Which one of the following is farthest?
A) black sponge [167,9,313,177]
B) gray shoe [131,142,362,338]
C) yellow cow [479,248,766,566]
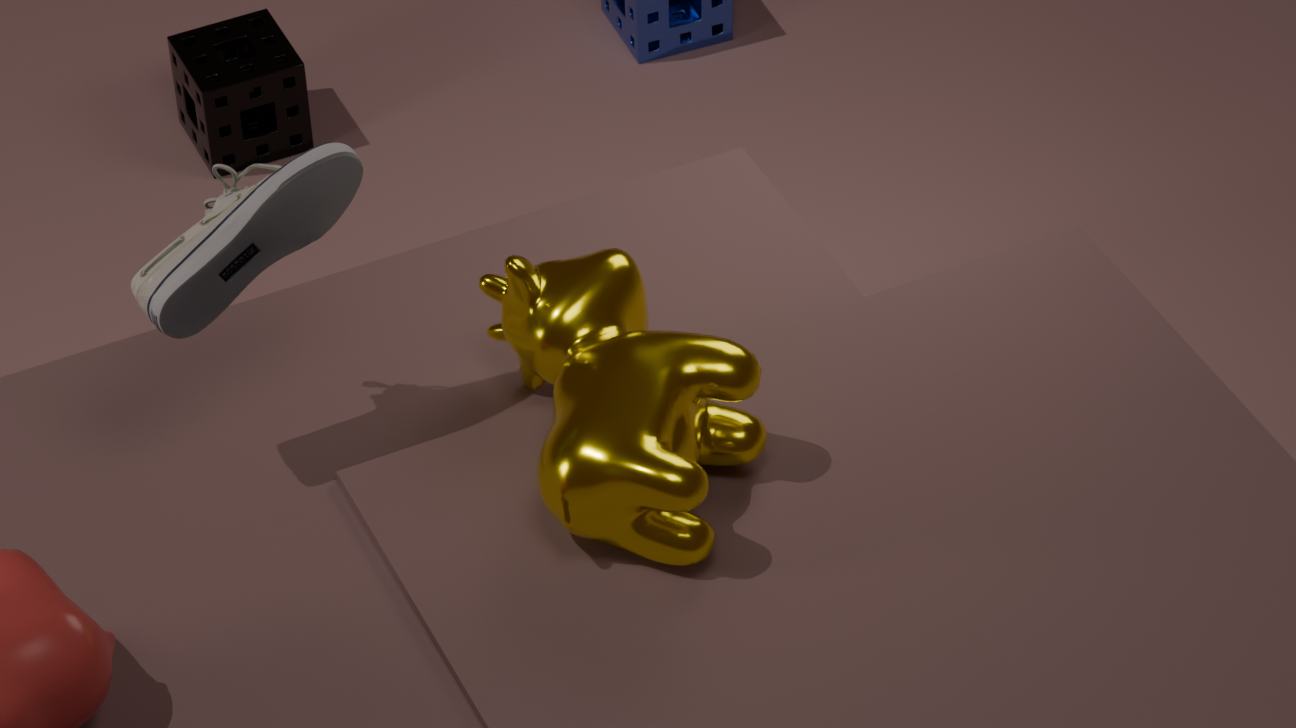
black sponge [167,9,313,177]
